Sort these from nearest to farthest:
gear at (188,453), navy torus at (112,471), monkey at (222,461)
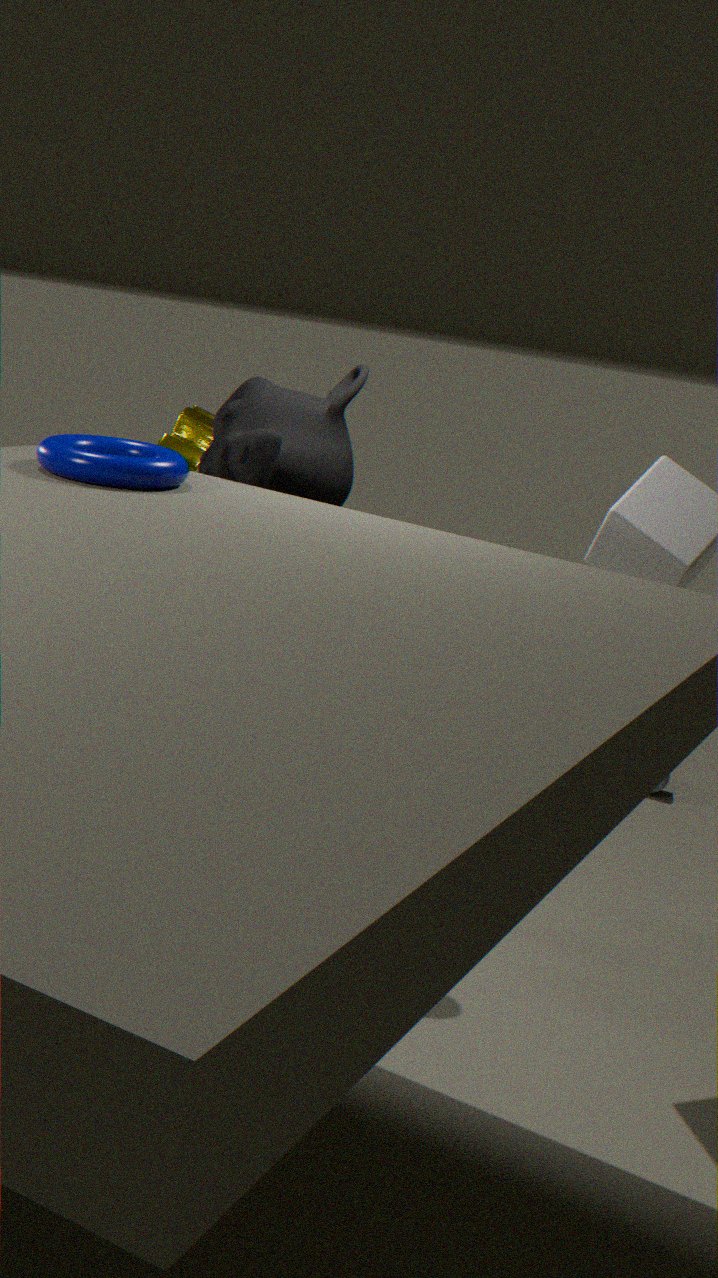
navy torus at (112,471), monkey at (222,461), gear at (188,453)
